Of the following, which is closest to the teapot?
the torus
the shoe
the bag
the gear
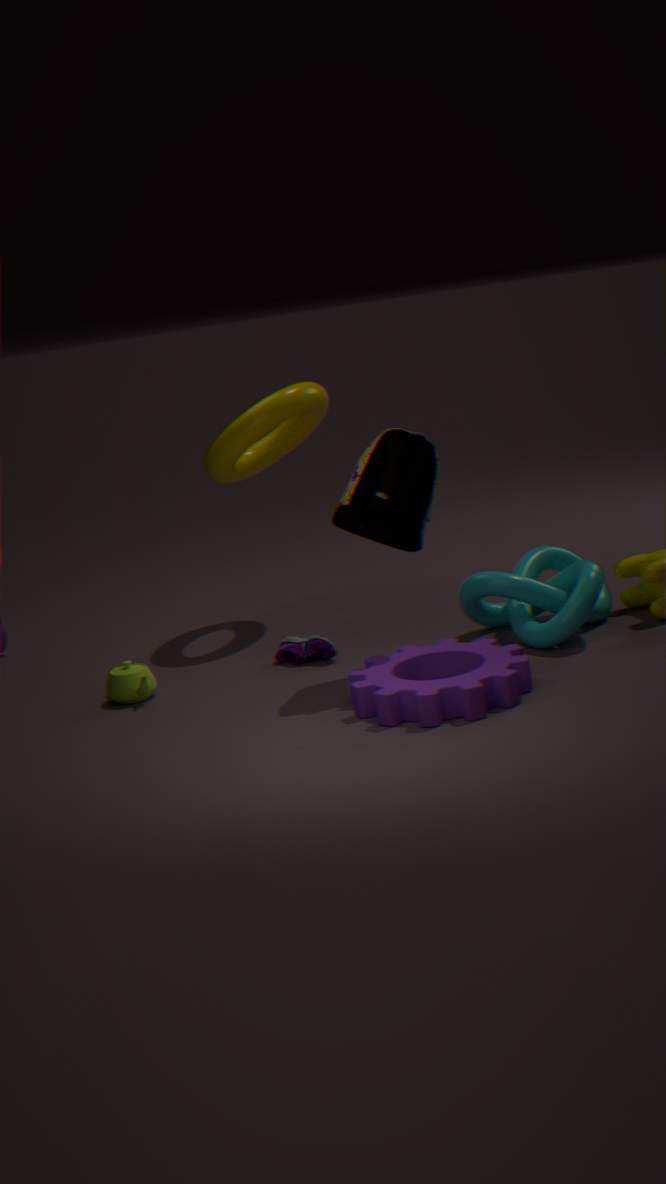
the shoe
